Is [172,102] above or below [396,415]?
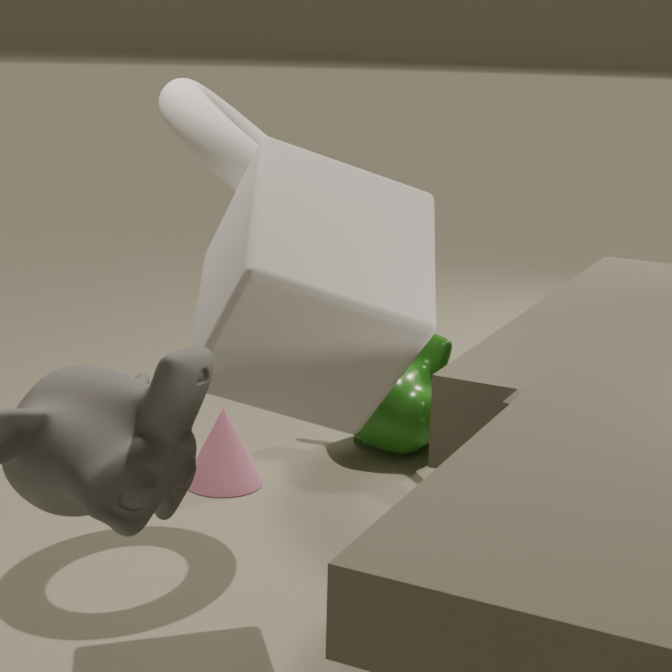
above
